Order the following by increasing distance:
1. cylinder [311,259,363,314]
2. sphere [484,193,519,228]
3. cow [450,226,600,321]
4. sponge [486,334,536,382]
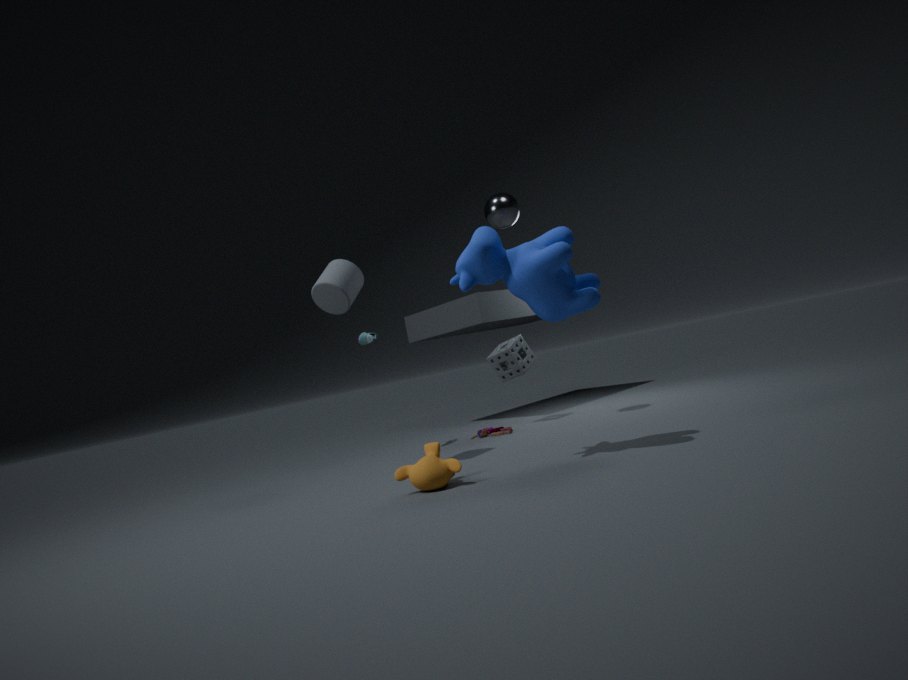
cow [450,226,600,321] → cylinder [311,259,363,314] → sphere [484,193,519,228] → sponge [486,334,536,382]
